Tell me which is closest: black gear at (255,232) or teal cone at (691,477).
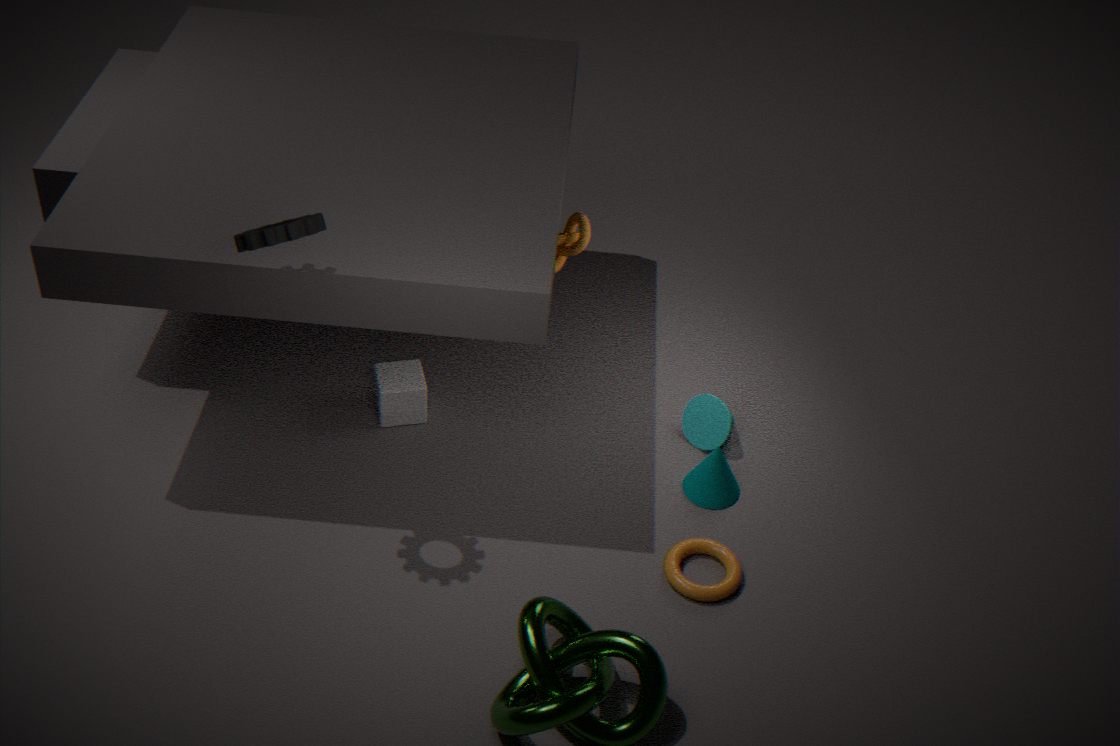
black gear at (255,232)
